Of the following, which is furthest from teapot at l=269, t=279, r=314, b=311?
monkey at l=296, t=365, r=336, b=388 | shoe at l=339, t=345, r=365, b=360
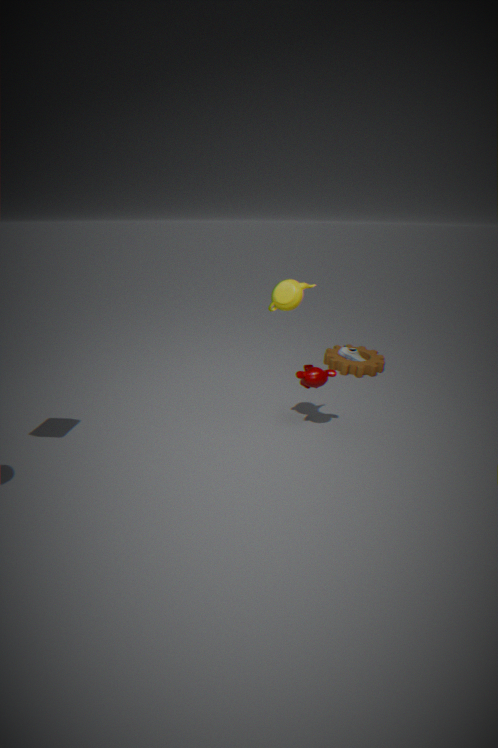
shoe at l=339, t=345, r=365, b=360
